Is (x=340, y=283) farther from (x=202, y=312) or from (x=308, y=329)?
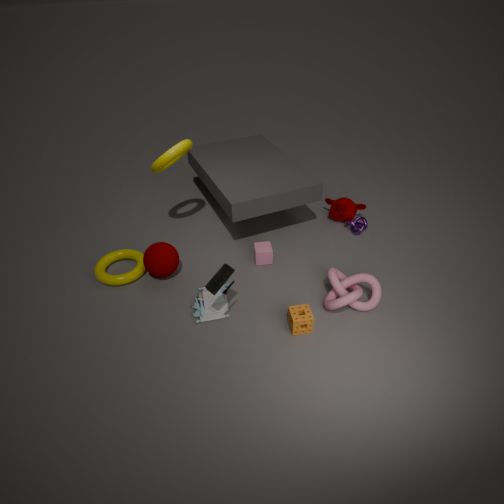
(x=202, y=312)
